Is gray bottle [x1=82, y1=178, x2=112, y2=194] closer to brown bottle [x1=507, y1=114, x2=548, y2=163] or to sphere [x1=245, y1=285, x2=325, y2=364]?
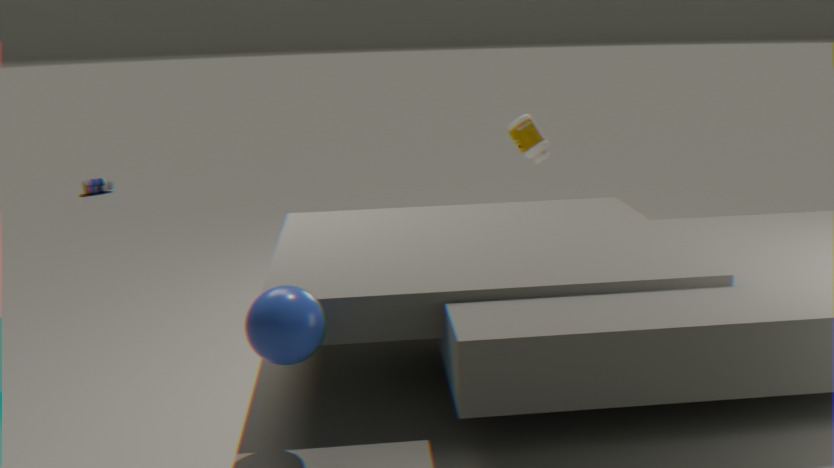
brown bottle [x1=507, y1=114, x2=548, y2=163]
